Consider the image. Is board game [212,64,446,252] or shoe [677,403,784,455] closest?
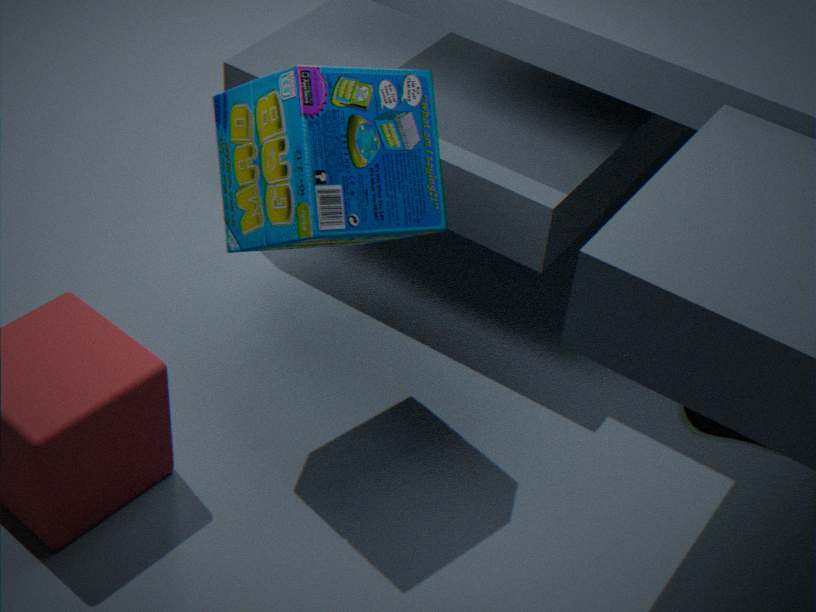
shoe [677,403,784,455]
